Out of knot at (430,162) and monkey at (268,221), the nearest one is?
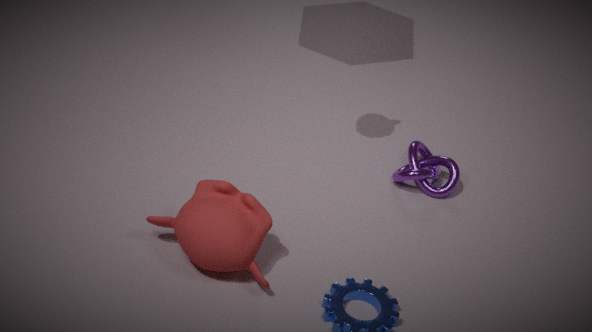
monkey at (268,221)
